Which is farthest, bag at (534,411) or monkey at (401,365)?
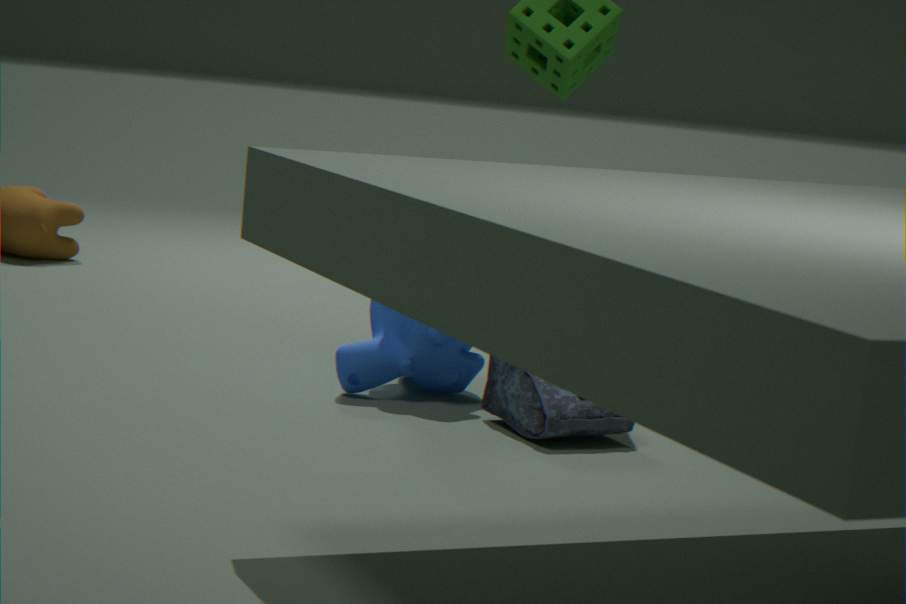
monkey at (401,365)
